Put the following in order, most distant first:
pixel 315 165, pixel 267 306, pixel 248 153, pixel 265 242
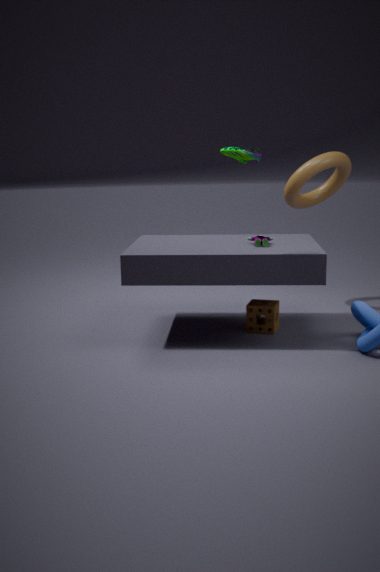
pixel 315 165, pixel 267 306, pixel 265 242, pixel 248 153
